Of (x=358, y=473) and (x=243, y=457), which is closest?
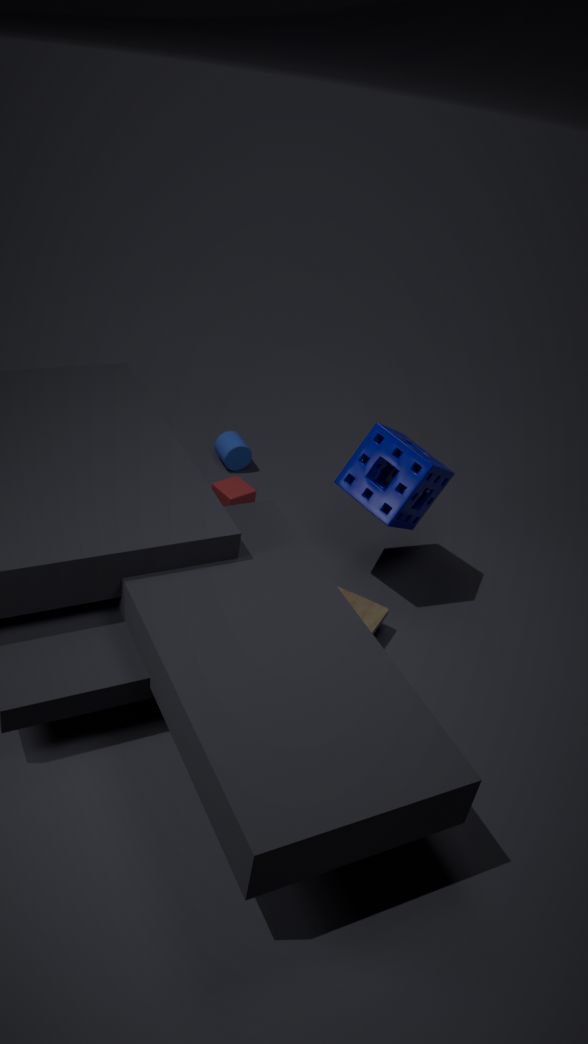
(x=358, y=473)
